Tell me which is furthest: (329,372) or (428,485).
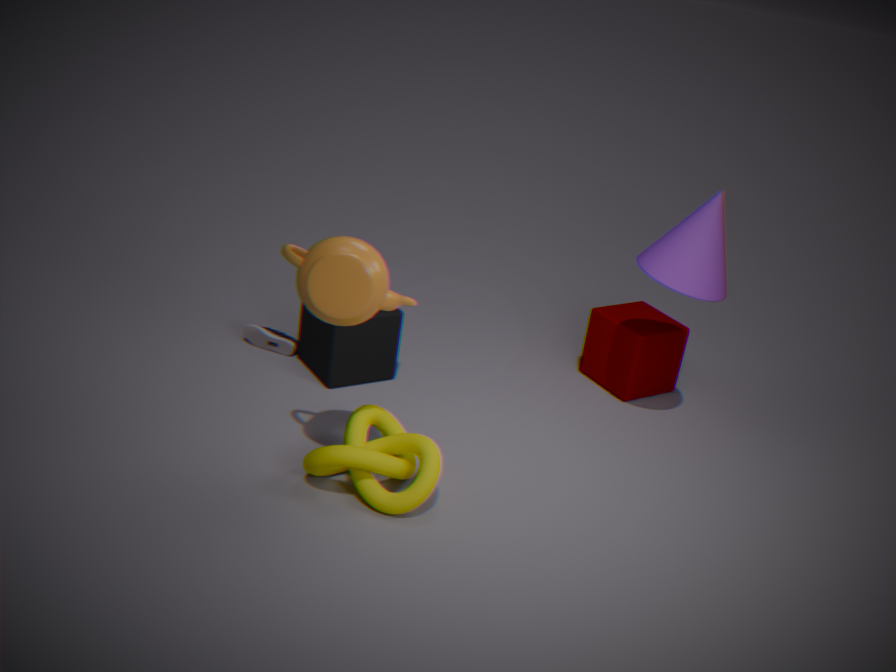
(329,372)
